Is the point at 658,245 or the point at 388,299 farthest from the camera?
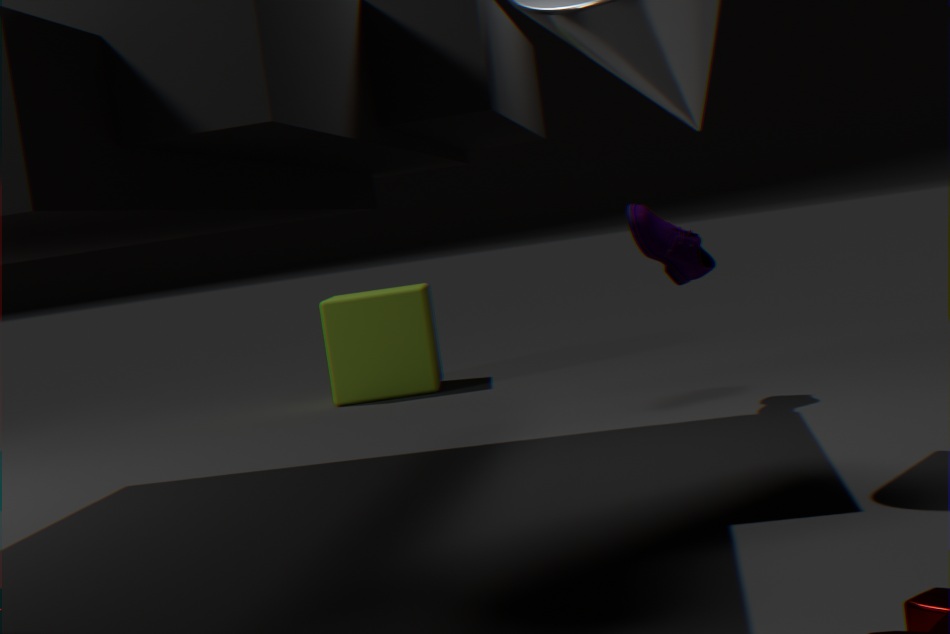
the point at 388,299
